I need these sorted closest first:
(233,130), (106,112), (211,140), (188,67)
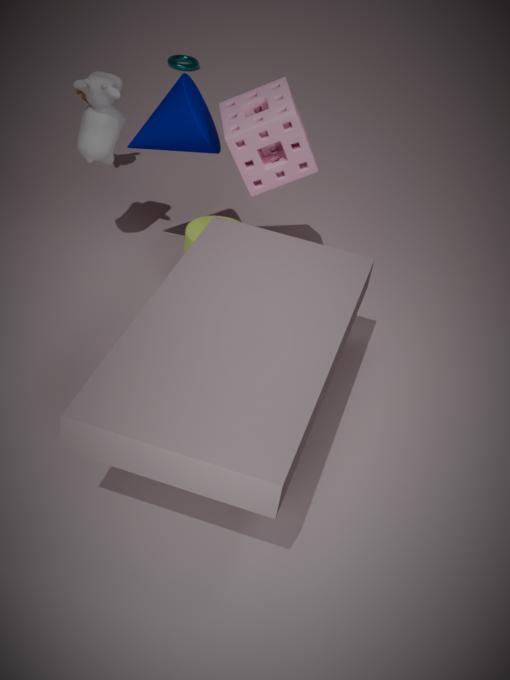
1. (233,130)
2. (211,140)
3. (106,112)
4. (188,67)
